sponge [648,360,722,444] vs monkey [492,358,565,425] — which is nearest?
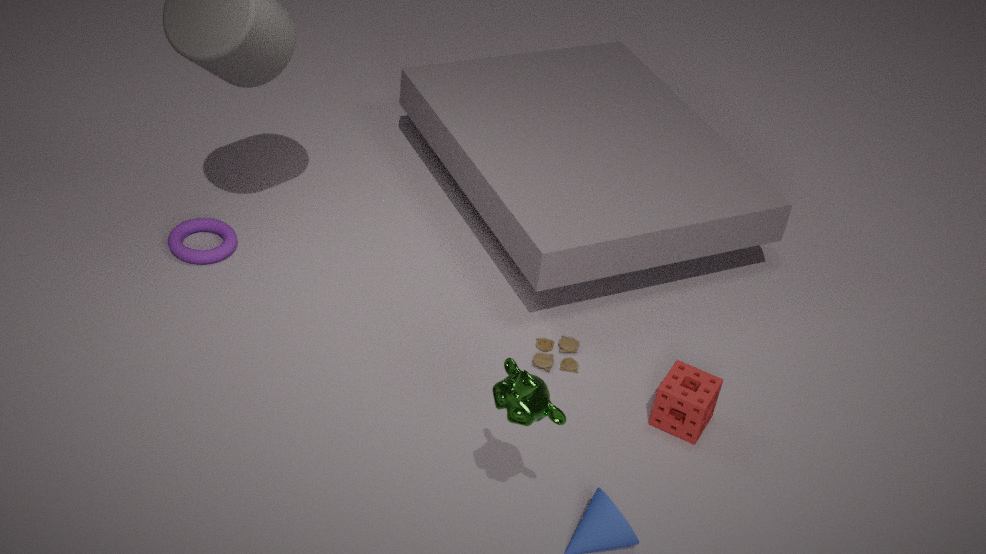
monkey [492,358,565,425]
